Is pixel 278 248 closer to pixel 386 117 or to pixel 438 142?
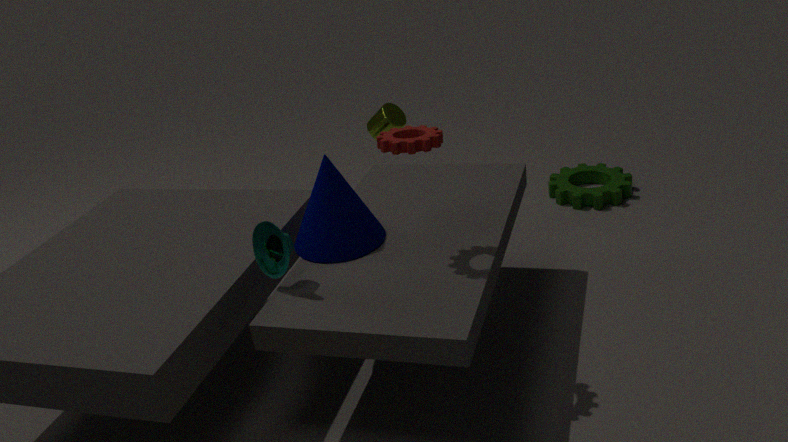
pixel 438 142
